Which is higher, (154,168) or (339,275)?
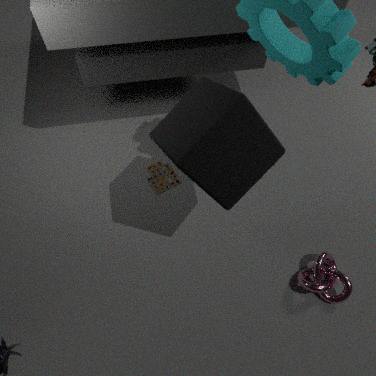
(339,275)
